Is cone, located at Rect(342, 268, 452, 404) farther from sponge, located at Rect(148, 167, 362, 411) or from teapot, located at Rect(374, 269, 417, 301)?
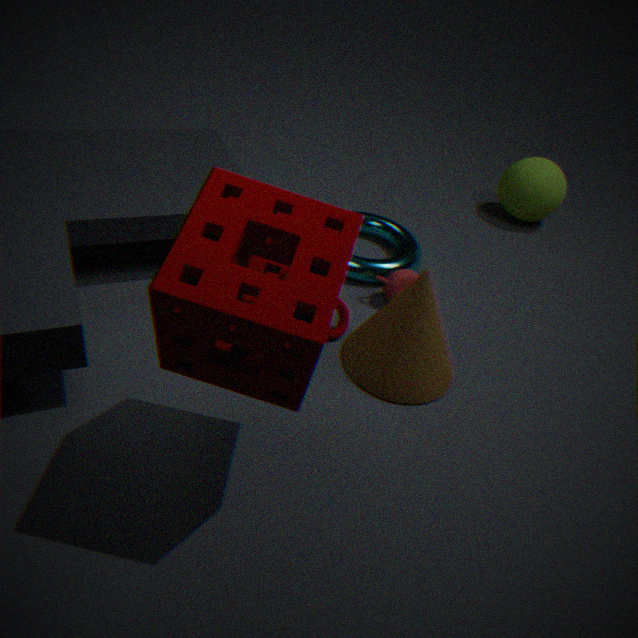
sponge, located at Rect(148, 167, 362, 411)
